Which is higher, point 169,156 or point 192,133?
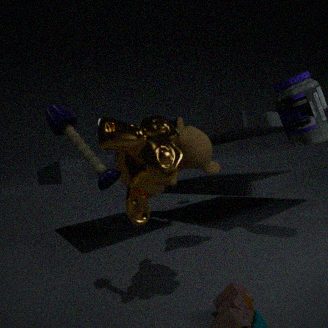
point 192,133
